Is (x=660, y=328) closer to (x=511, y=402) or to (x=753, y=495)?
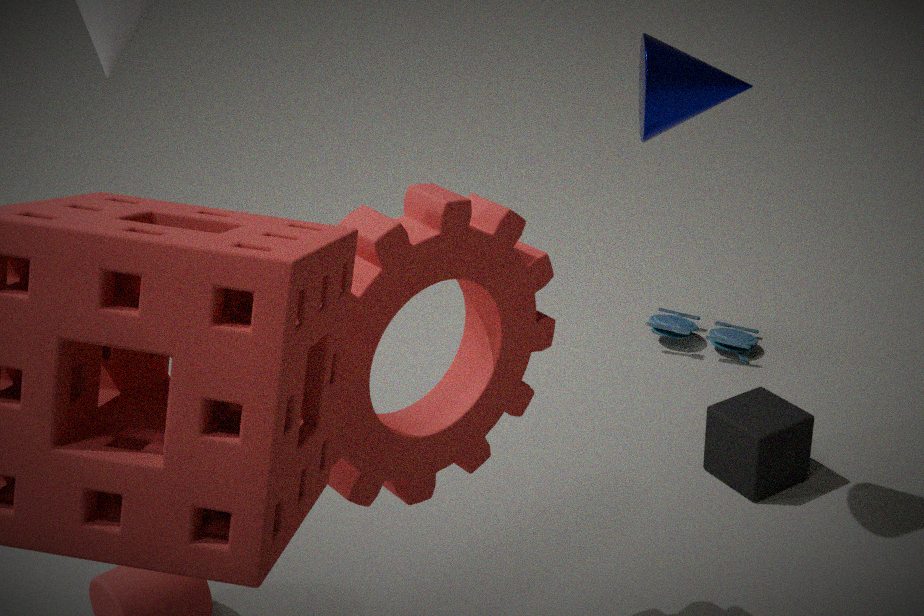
(x=753, y=495)
